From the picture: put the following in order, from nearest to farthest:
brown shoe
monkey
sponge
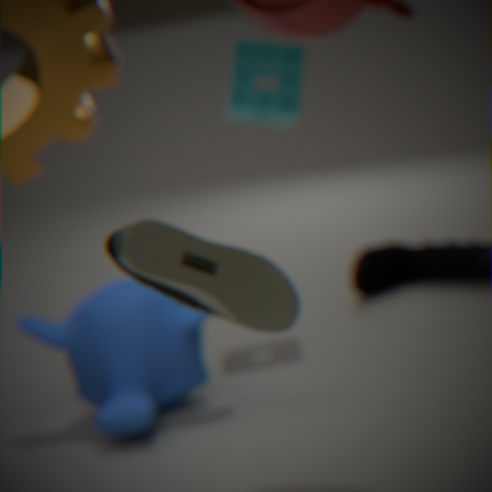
brown shoe → monkey → sponge
